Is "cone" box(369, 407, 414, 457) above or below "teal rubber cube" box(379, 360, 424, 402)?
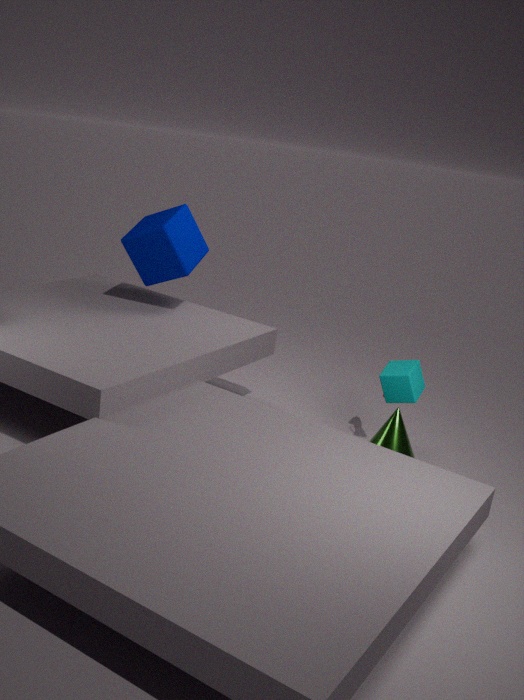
below
